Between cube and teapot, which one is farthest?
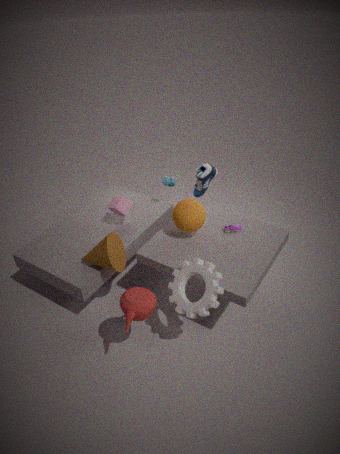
cube
